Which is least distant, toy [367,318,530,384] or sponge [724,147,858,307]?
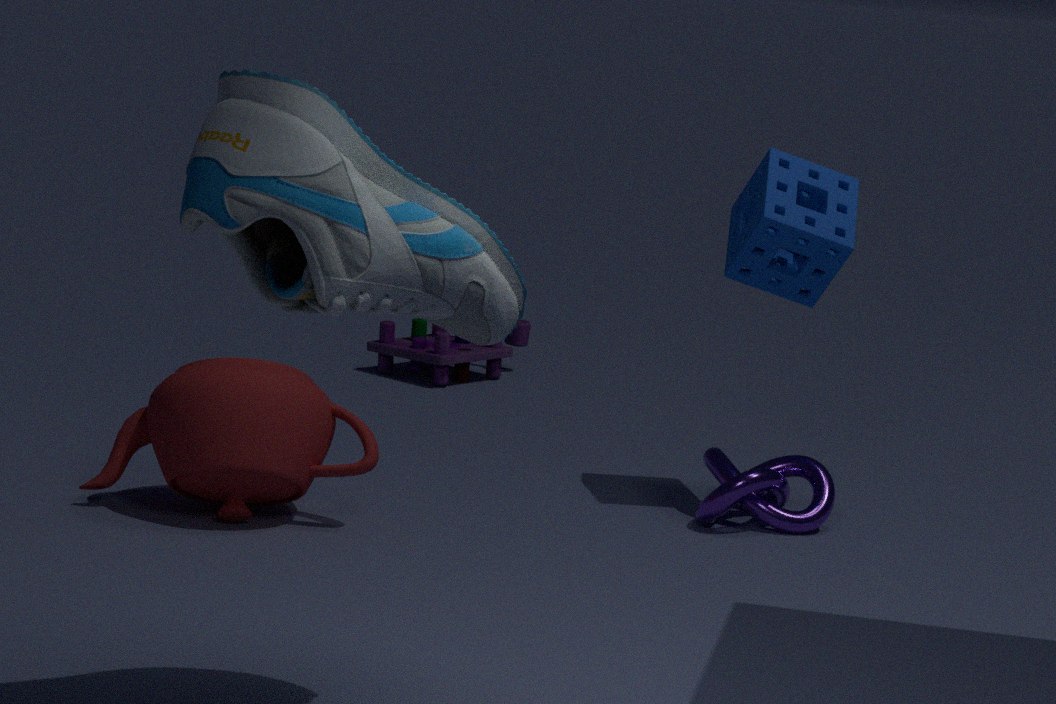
sponge [724,147,858,307]
